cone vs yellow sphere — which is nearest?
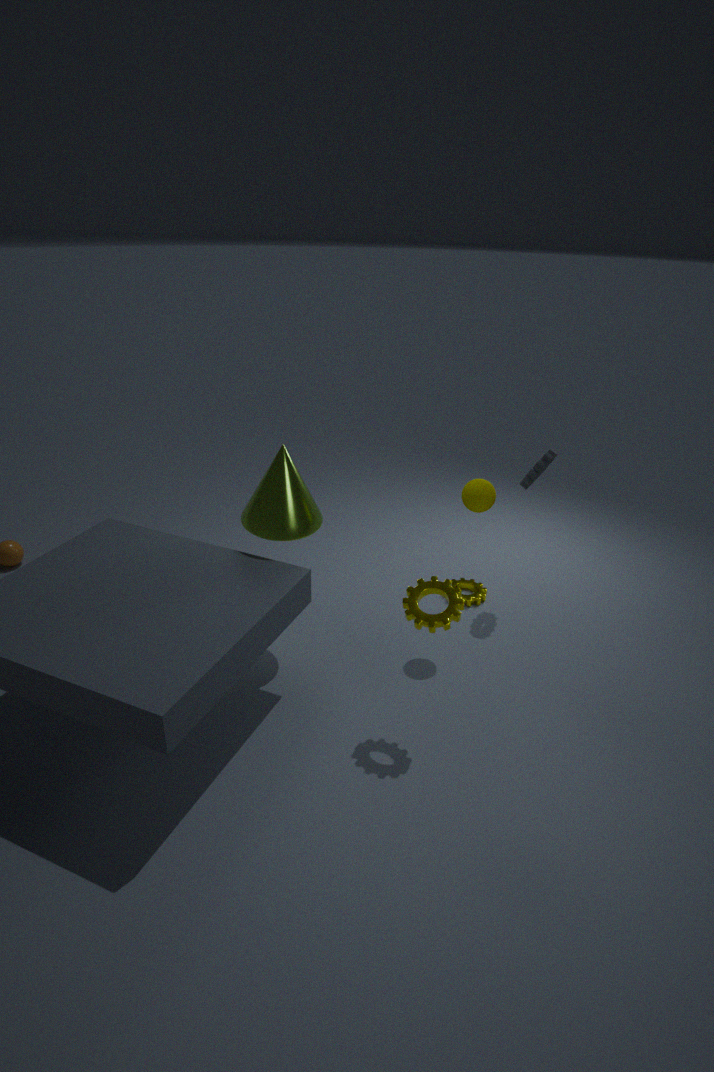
cone
